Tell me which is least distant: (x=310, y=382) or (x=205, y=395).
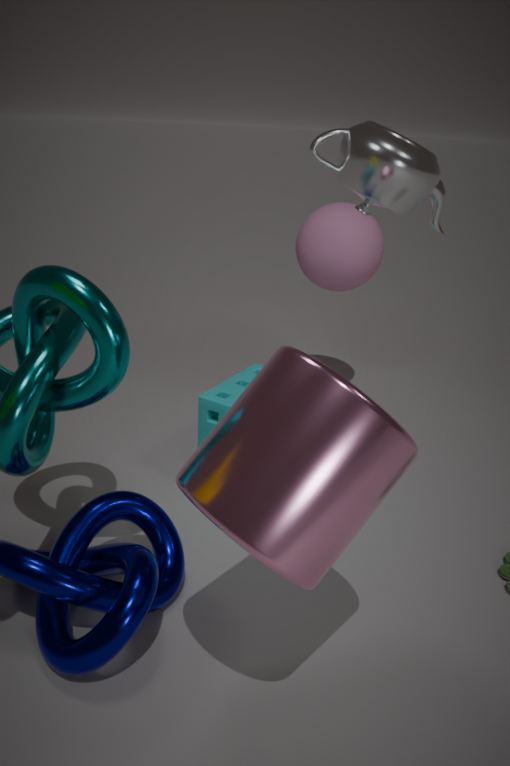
(x=310, y=382)
